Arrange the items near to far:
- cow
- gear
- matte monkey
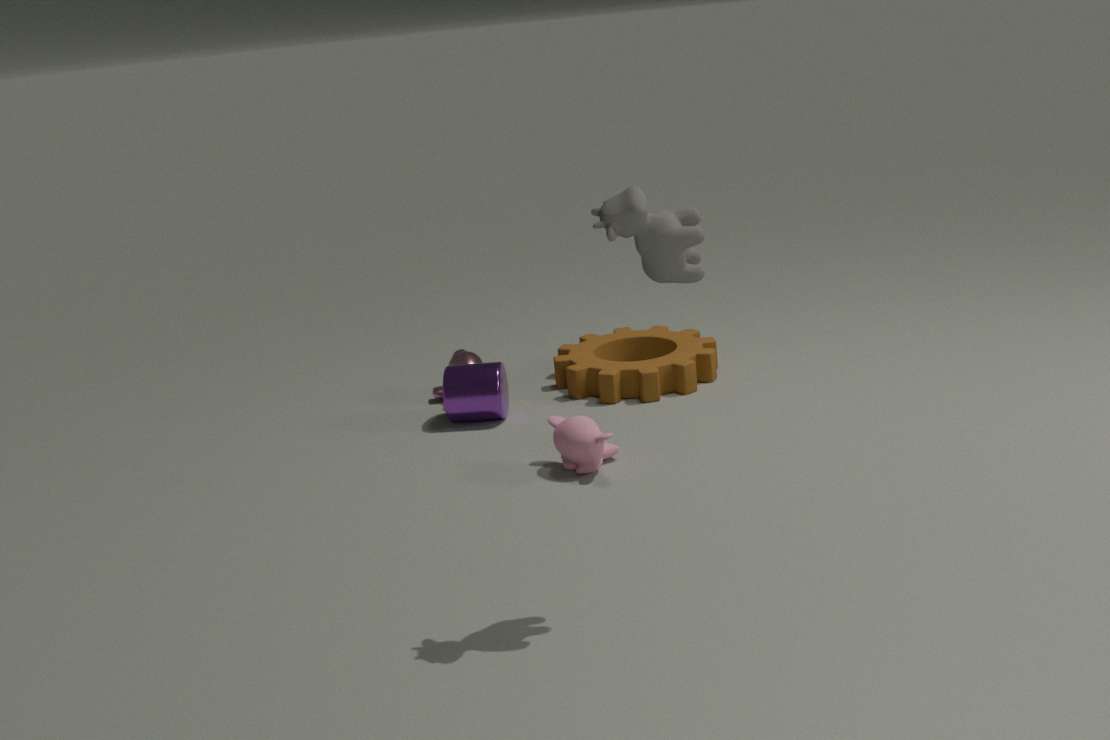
cow < matte monkey < gear
